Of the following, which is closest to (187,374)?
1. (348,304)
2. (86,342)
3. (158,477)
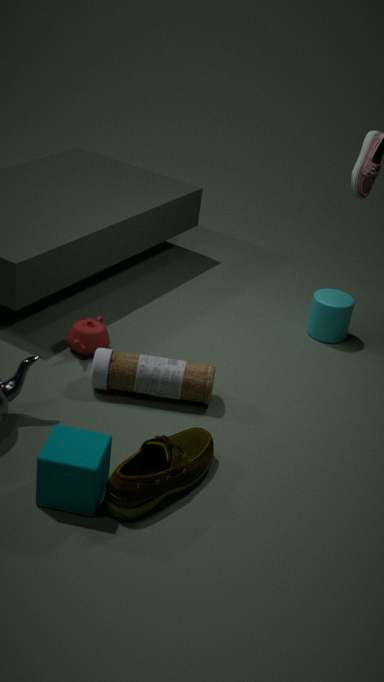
(86,342)
